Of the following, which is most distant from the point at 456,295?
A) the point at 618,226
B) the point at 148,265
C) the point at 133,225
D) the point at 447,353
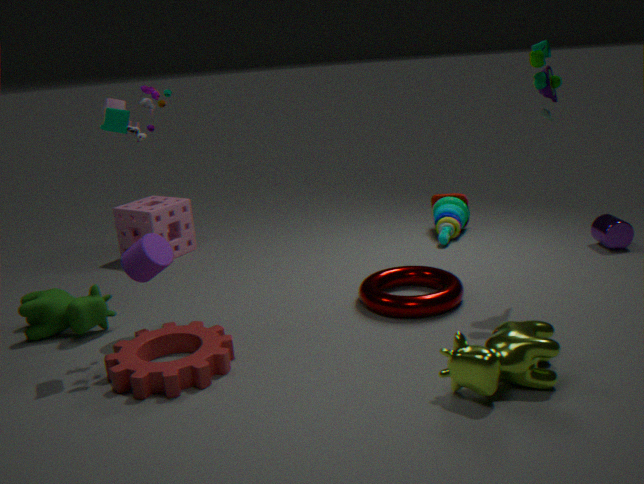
the point at 133,225
